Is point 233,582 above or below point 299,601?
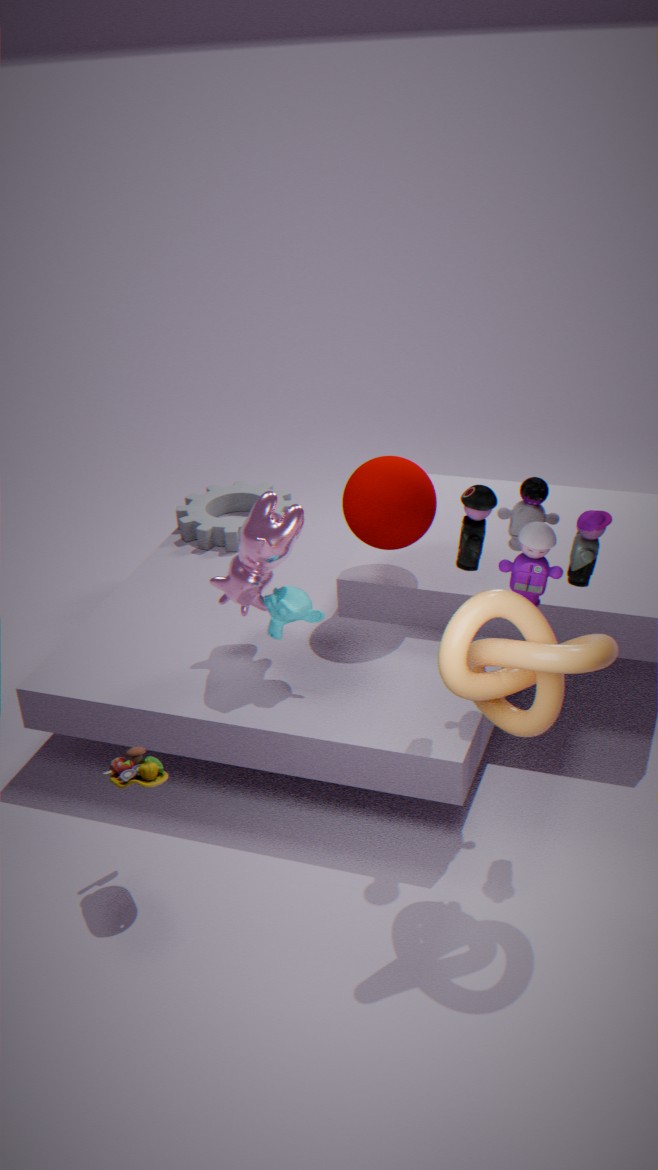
above
